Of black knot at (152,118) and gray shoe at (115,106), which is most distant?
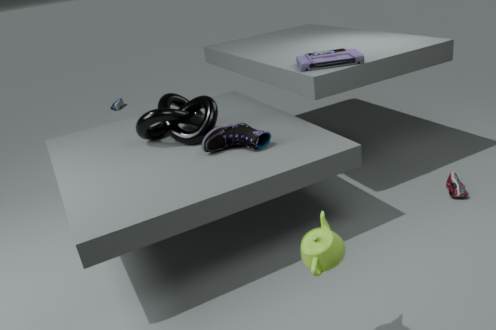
gray shoe at (115,106)
